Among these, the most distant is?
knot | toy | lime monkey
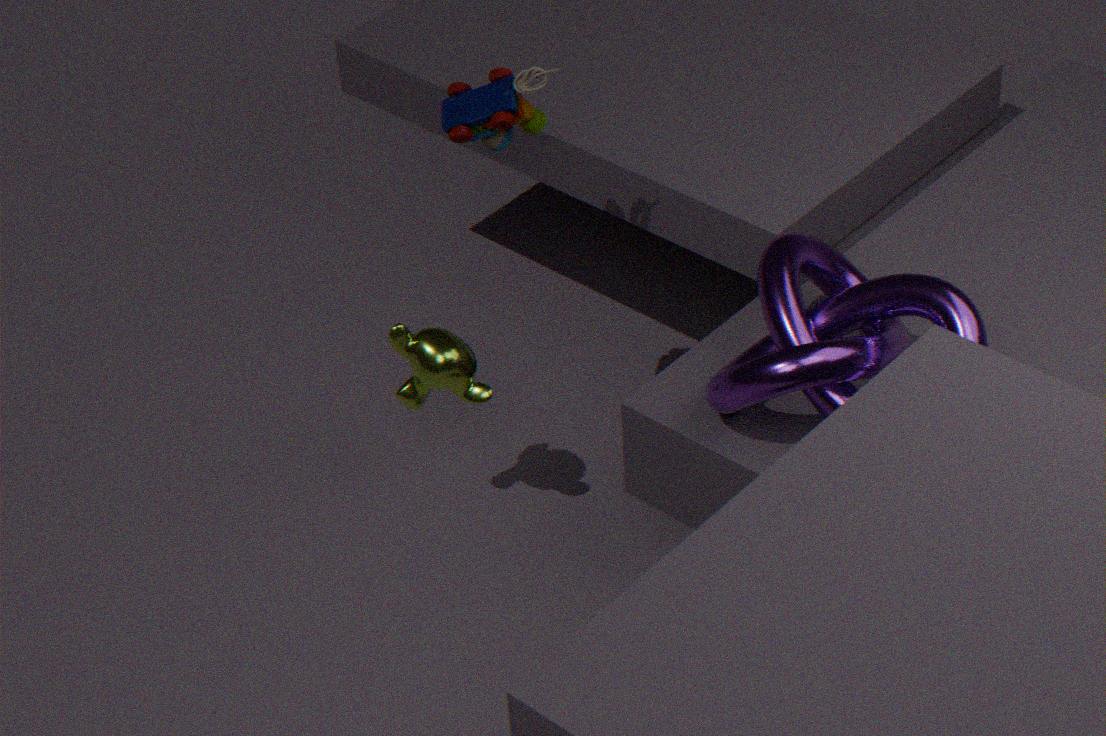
lime monkey
